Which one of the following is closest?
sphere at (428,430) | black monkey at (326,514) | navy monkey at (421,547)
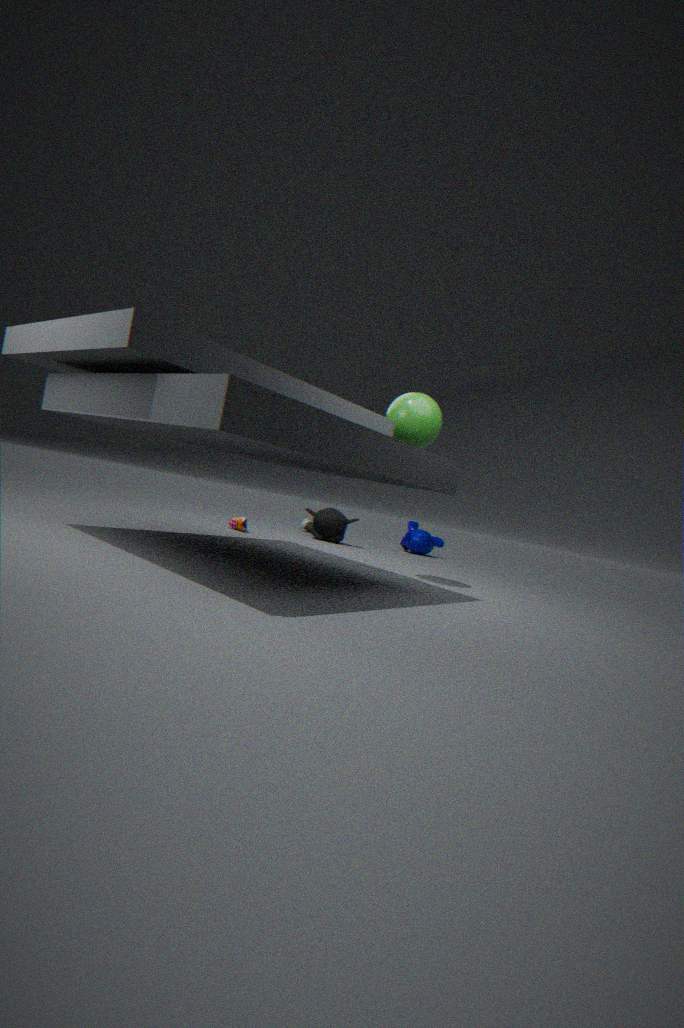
sphere at (428,430)
